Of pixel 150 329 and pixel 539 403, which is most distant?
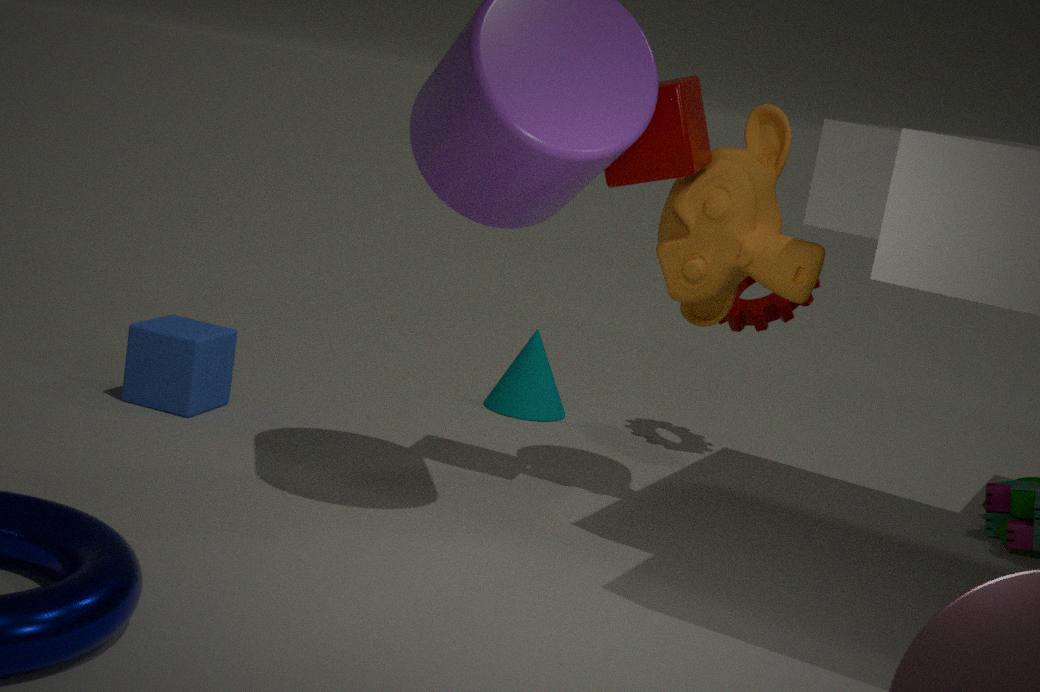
pixel 539 403
